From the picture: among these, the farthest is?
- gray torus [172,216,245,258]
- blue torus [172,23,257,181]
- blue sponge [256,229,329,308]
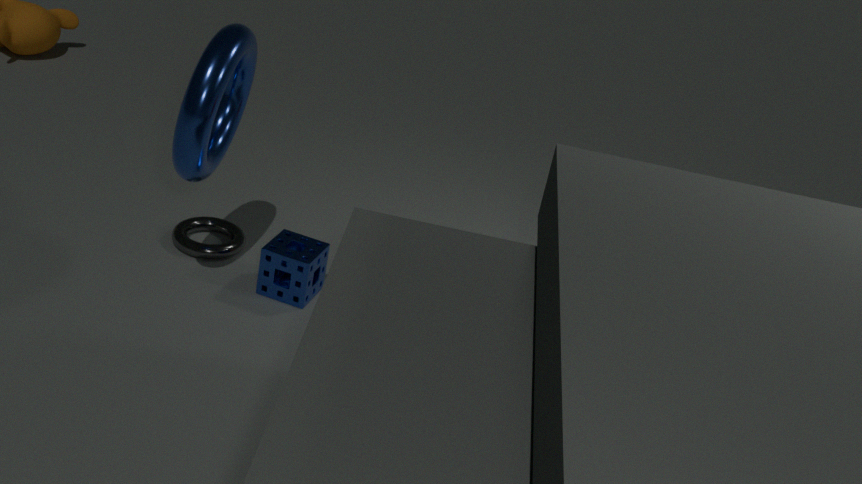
gray torus [172,216,245,258]
